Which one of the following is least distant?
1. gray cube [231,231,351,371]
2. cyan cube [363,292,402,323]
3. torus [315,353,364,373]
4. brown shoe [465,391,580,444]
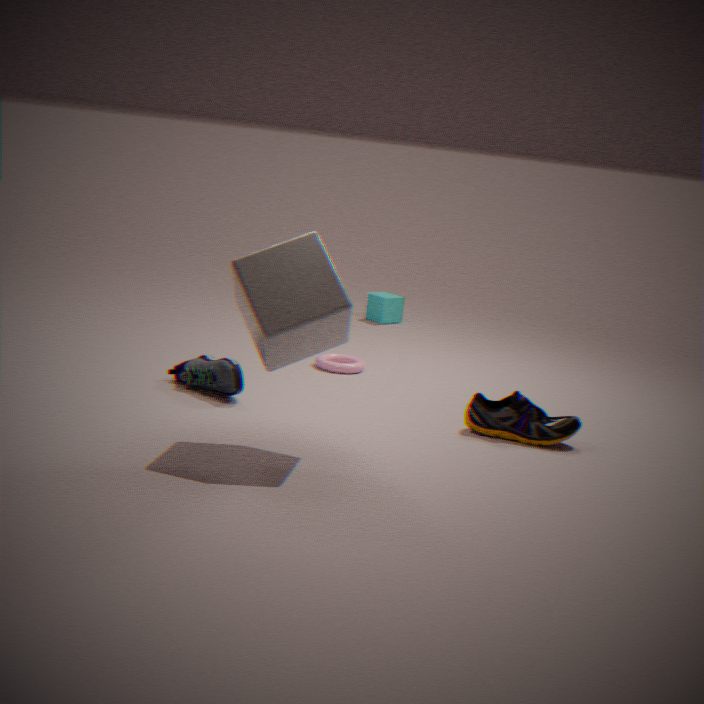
gray cube [231,231,351,371]
